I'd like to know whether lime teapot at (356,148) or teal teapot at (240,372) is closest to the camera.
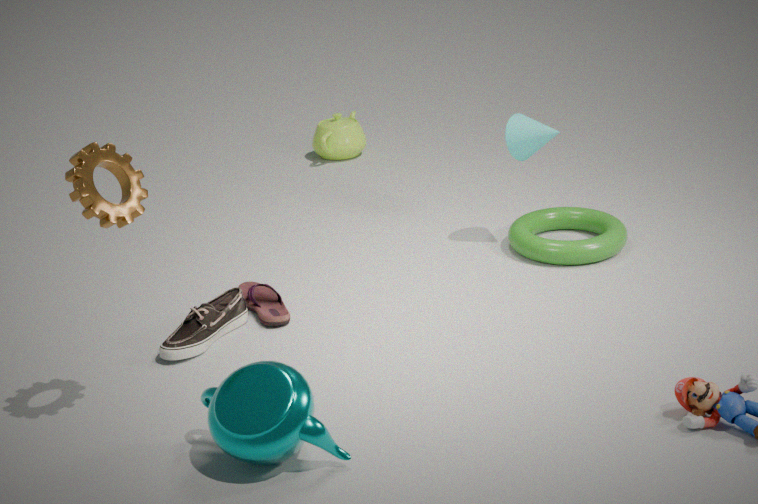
teal teapot at (240,372)
